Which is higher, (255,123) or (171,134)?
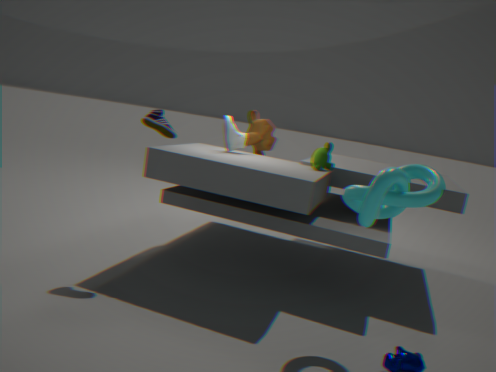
(171,134)
